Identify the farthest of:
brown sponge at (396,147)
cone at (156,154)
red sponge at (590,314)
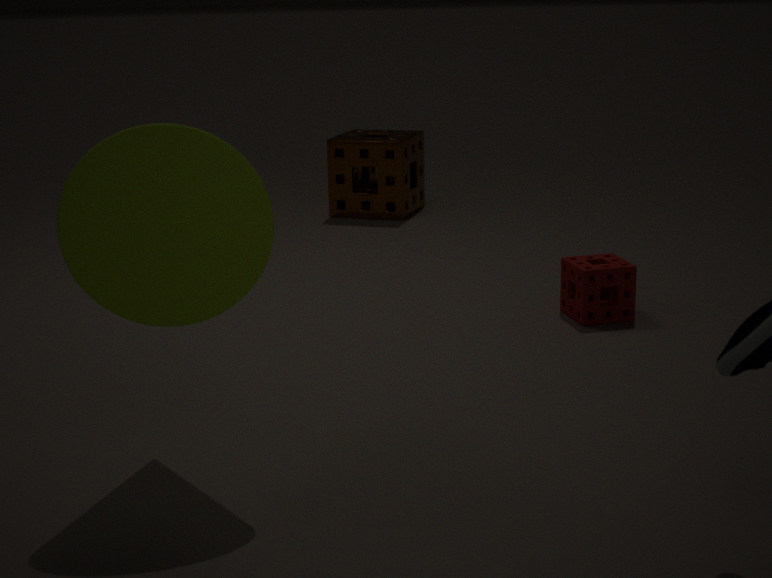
brown sponge at (396,147)
